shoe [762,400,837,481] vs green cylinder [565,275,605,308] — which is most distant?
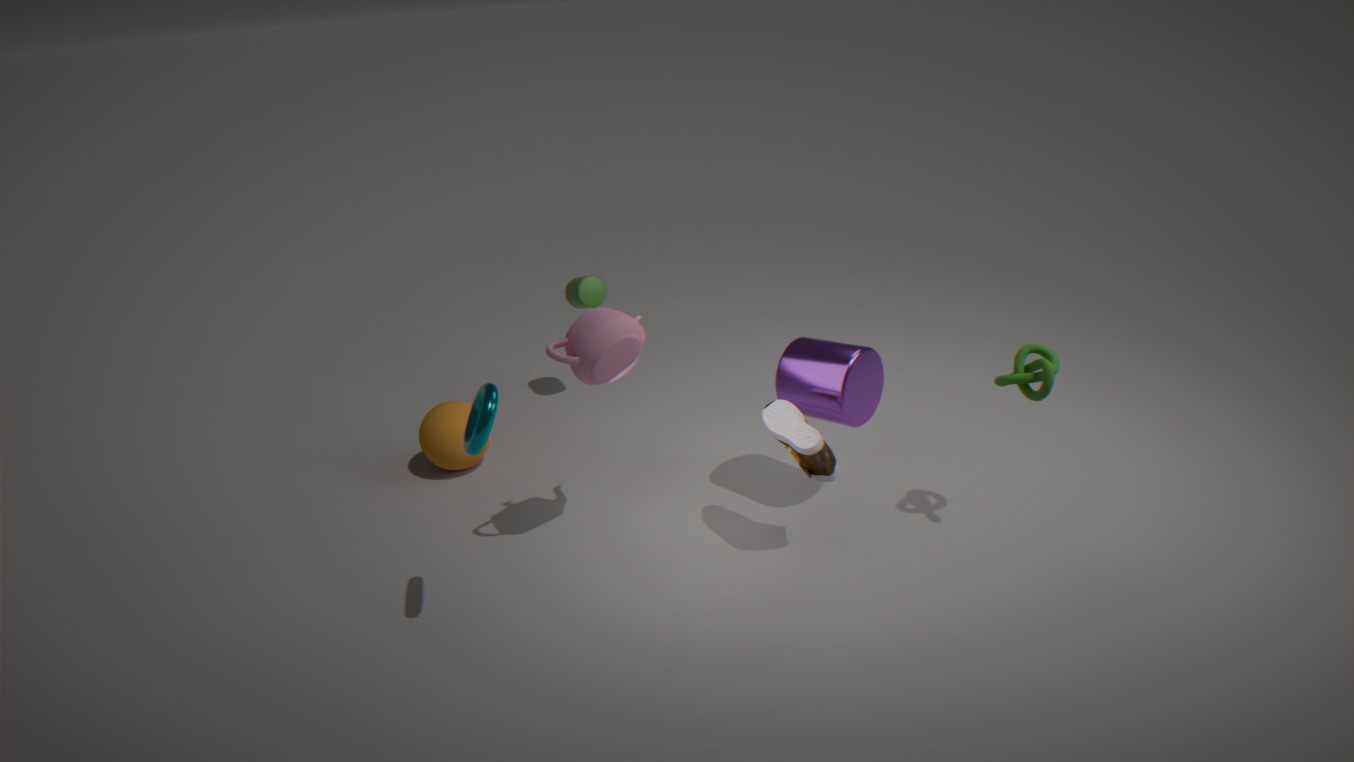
green cylinder [565,275,605,308]
